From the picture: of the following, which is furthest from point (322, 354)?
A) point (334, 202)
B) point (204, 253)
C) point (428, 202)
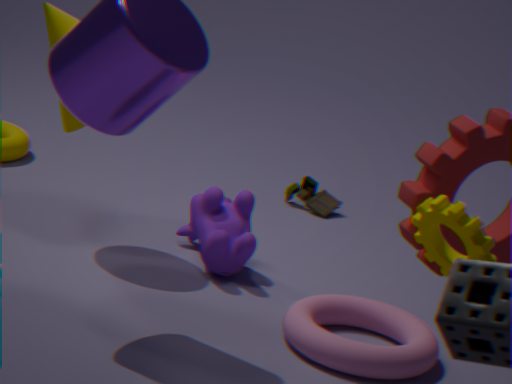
point (334, 202)
